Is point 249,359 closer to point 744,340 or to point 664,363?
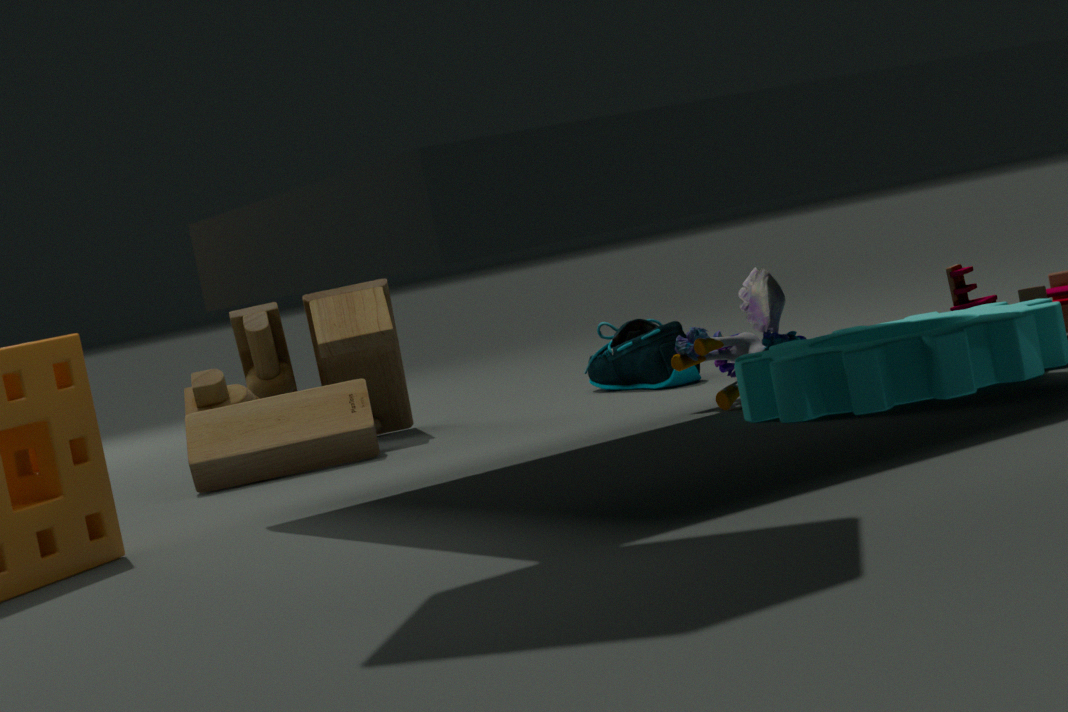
point 664,363
